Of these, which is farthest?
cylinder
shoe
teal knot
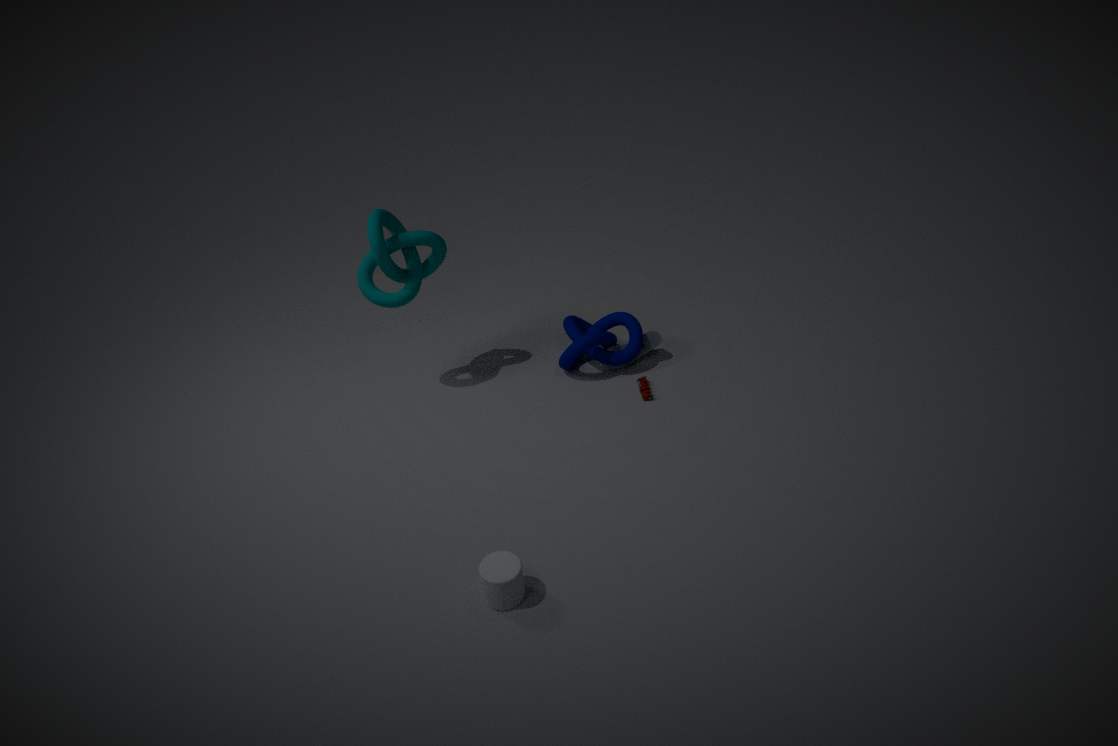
shoe
